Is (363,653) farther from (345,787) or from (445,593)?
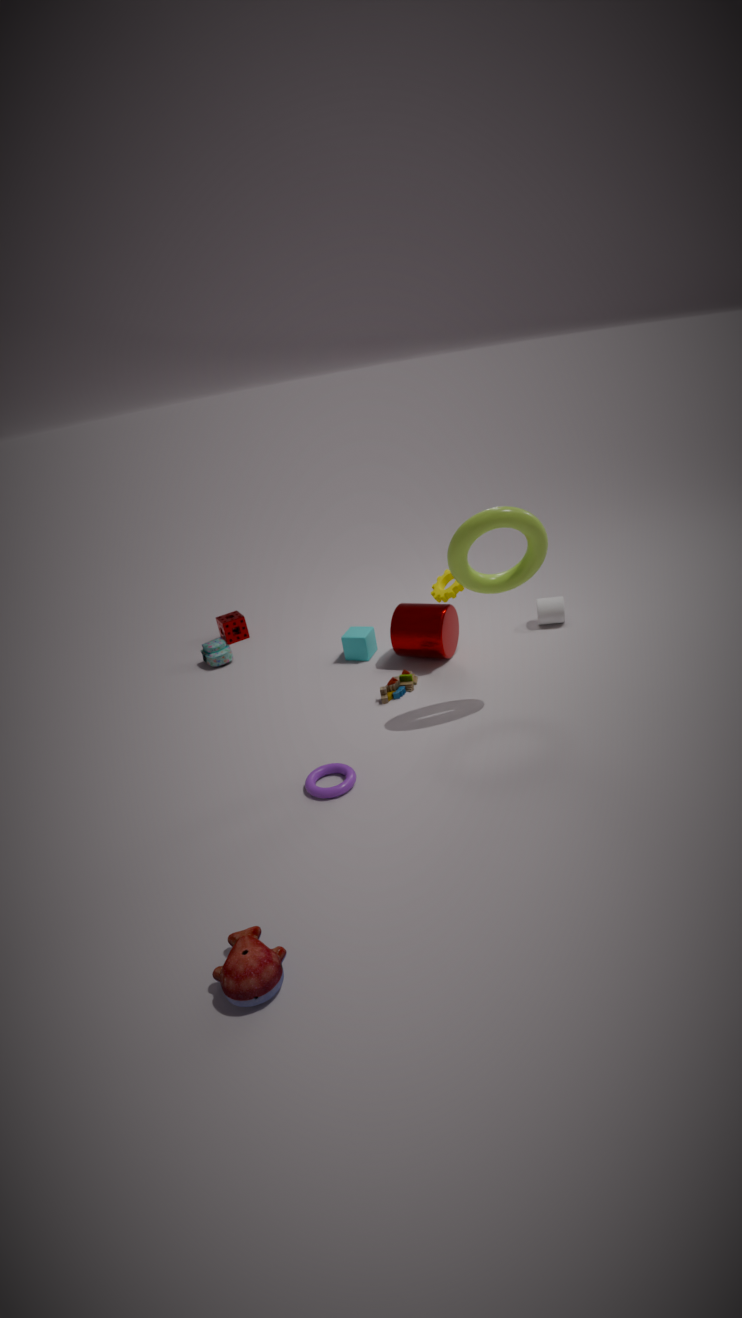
(345,787)
